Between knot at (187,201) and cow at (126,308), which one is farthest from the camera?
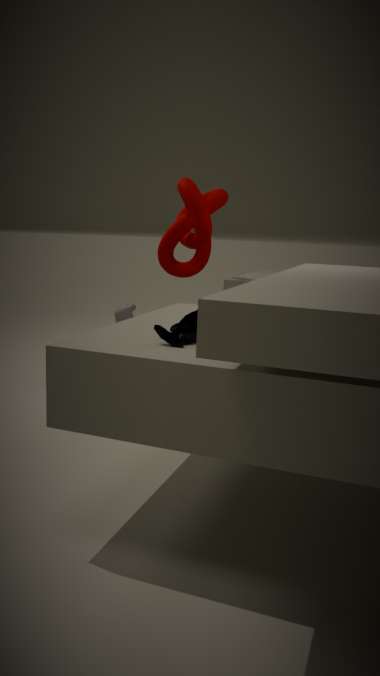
cow at (126,308)
